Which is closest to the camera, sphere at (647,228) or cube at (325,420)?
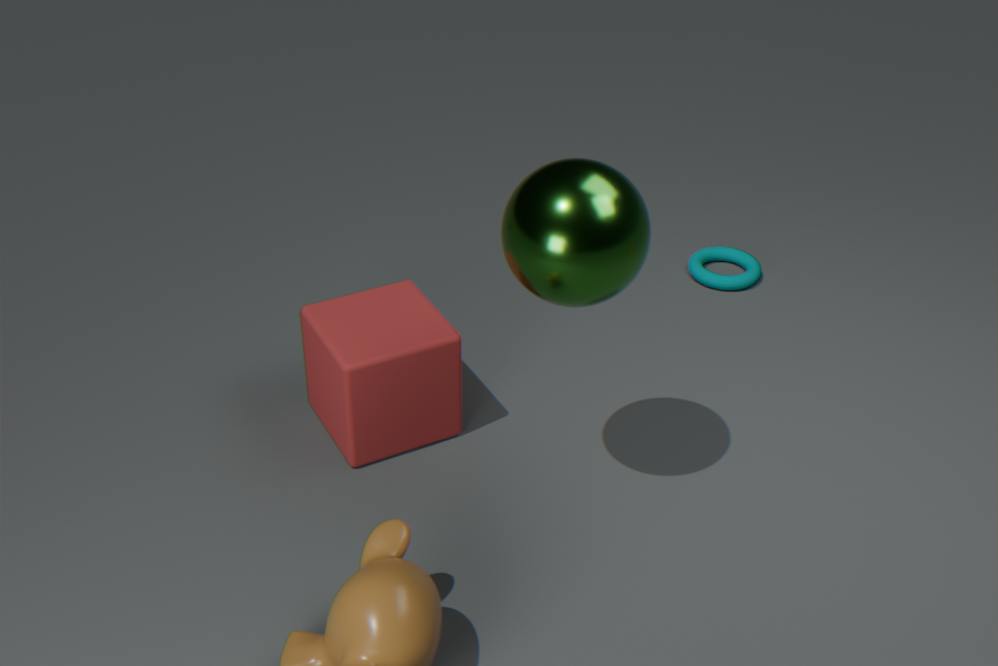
sphere at (647,228)
